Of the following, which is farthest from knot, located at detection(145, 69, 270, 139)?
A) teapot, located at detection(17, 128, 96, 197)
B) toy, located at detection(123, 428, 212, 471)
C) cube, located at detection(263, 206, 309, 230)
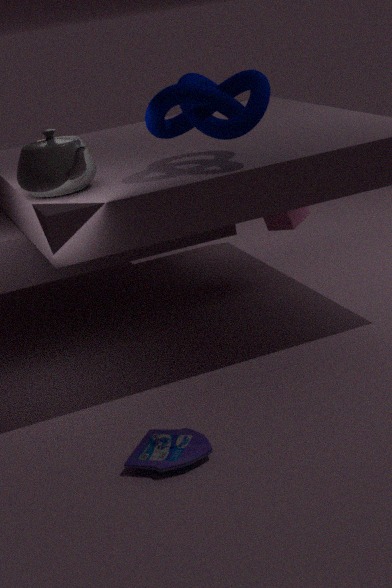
toy, located at detection(123, 428, 212, 471)
